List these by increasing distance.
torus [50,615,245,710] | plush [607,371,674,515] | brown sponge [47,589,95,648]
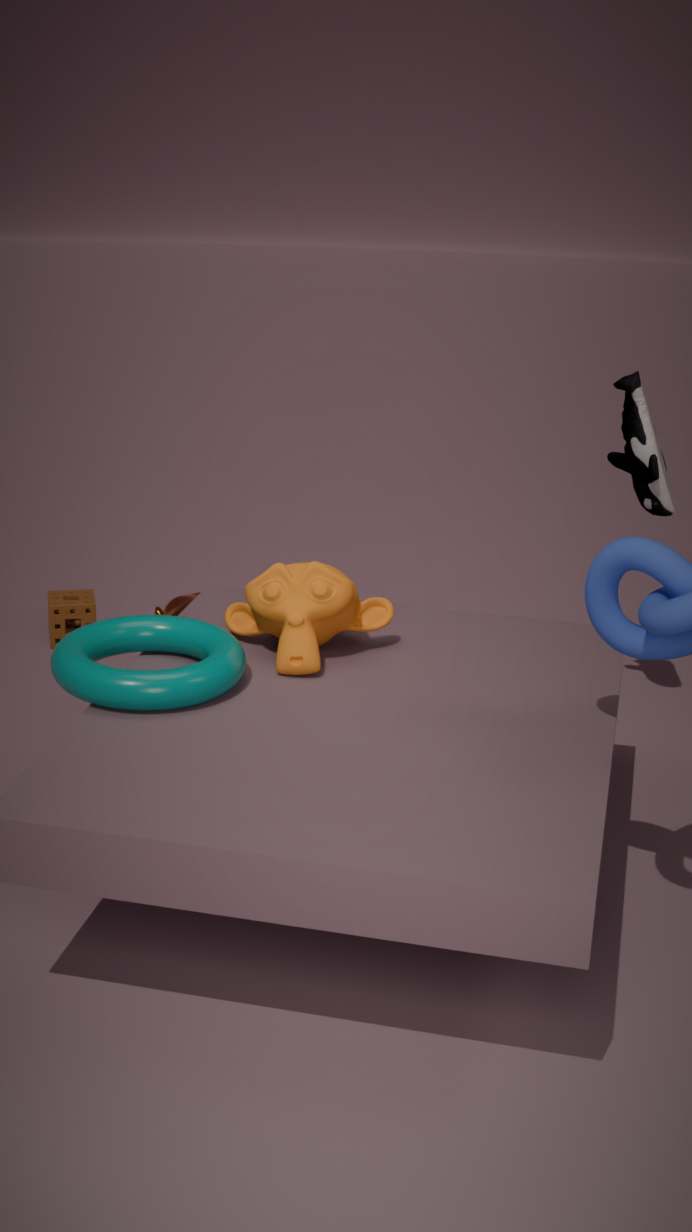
torus [50,615,245,710] → plush [607,371,674,515] → brown sponge [47,589,95,648]
